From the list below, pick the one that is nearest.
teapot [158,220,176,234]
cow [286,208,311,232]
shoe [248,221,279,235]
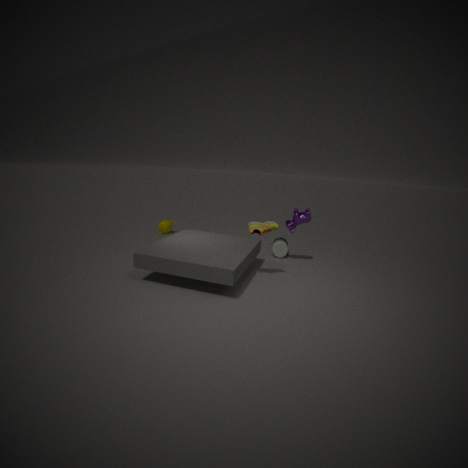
shoe [248,221,279,235]
